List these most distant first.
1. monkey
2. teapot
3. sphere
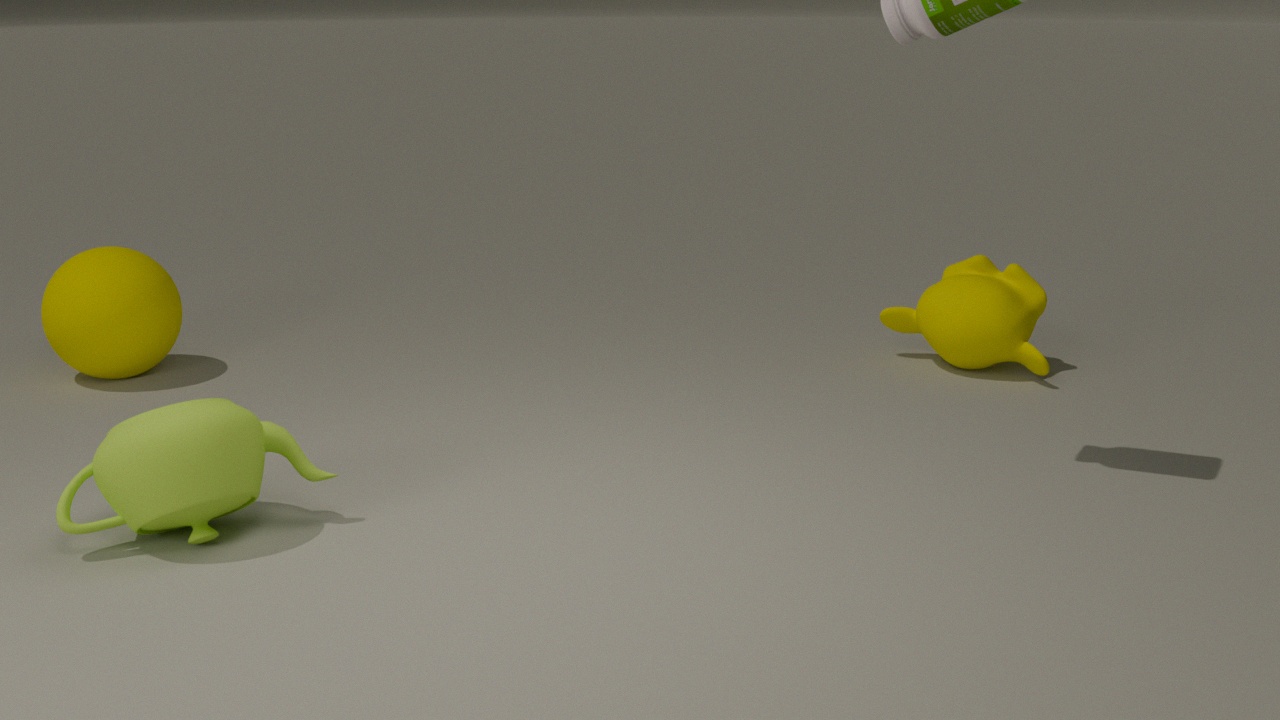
monkey → sphere → teapot
